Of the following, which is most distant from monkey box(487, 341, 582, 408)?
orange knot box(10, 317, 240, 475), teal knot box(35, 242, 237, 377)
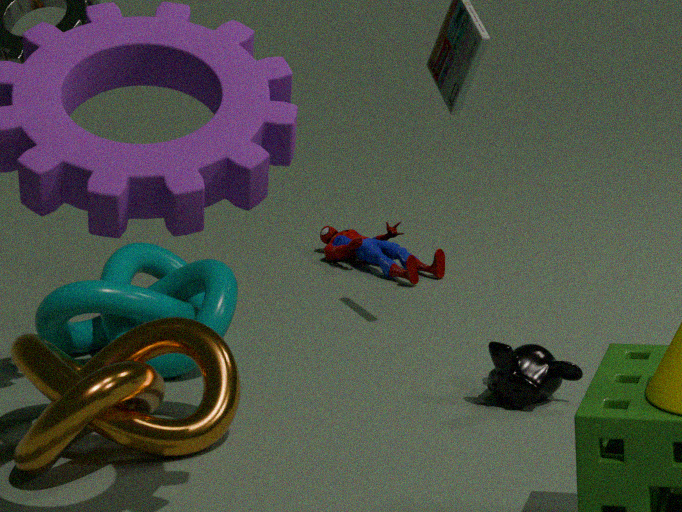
teal knot box(35, 242, 237, 377)
